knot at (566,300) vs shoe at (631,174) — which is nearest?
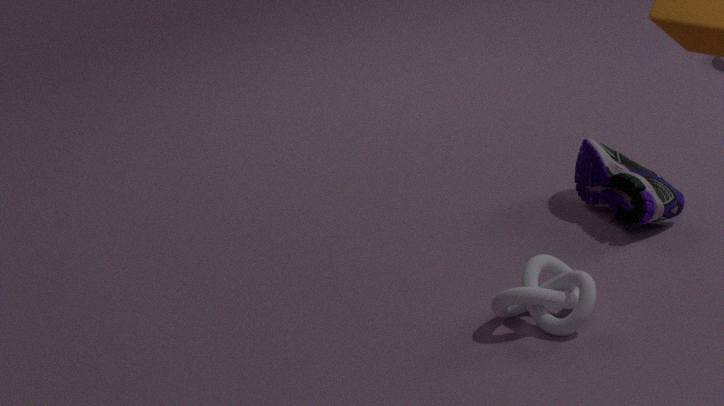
knot at (566,300)
